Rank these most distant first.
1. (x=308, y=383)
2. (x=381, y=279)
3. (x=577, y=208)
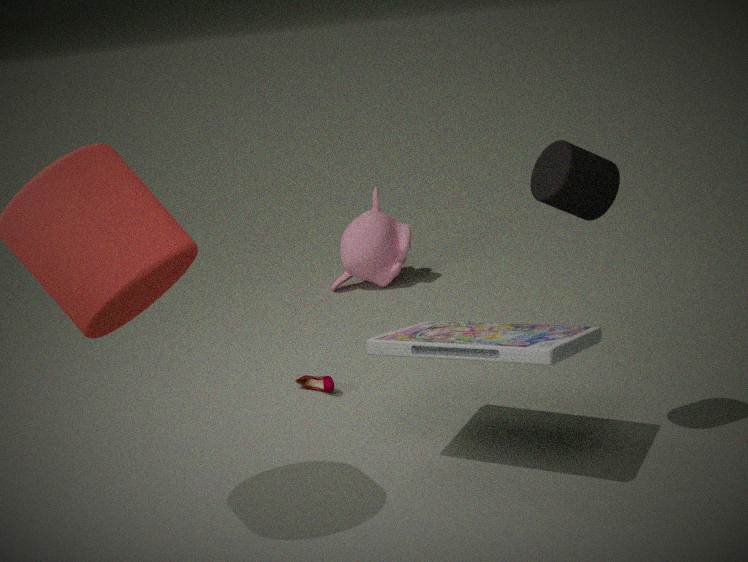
(x=381, y=279) → (x=308, y=383) → (x=577, y=208)
